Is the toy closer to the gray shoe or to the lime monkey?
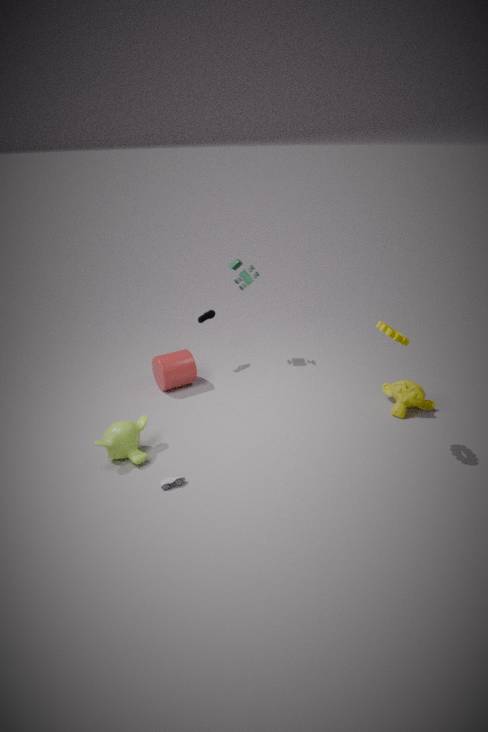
the lime monkey
